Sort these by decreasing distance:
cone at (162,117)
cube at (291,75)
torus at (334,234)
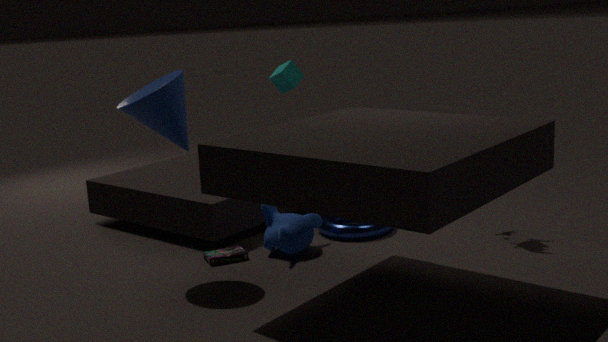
cube at (291,75)
torus at (334,234)
cone at (162,117)
